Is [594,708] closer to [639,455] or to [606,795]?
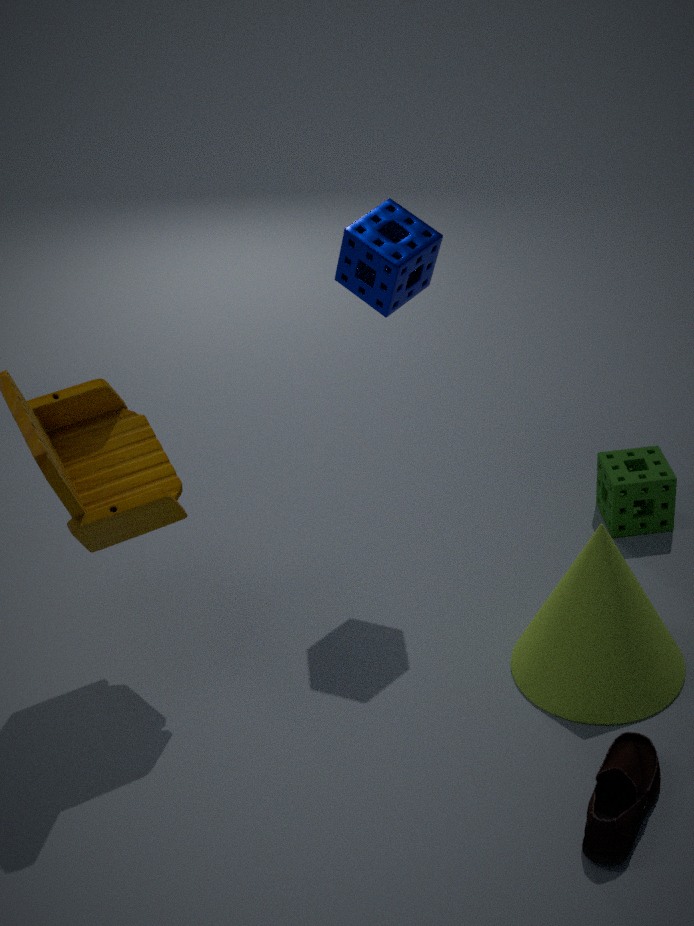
[606,795]
